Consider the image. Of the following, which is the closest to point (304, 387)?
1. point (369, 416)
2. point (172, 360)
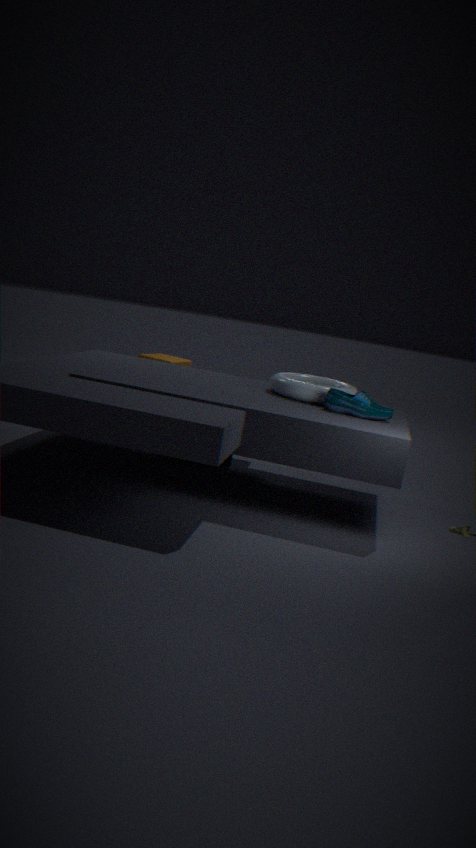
point (369, 416)
